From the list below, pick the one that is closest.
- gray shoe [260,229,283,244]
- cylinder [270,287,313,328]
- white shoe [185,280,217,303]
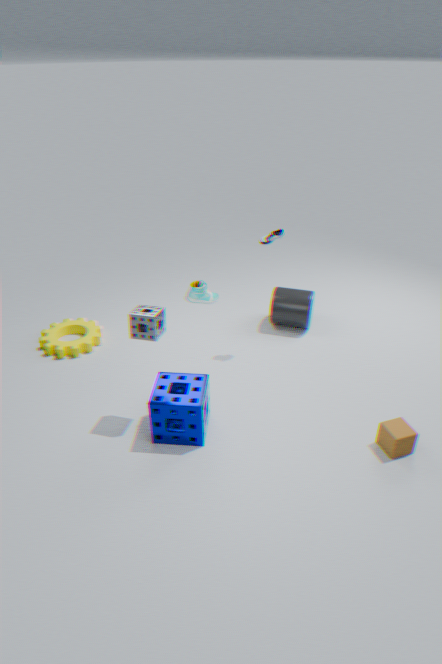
white shoe [185,280,217,303]
